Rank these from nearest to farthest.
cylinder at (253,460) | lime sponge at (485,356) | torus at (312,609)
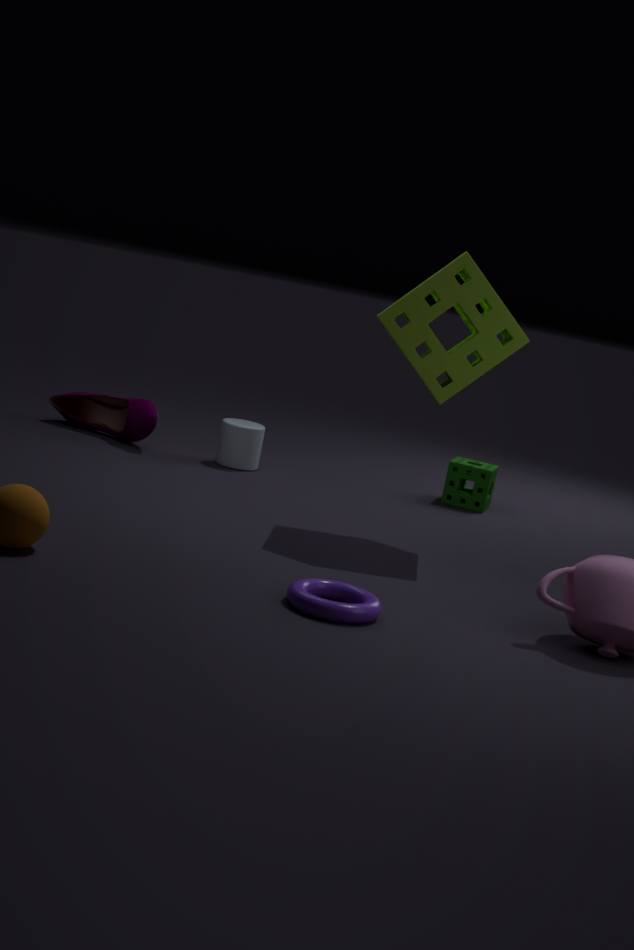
torus at (312,609), lime sponge at (485,356), cylinder at (253,460)
